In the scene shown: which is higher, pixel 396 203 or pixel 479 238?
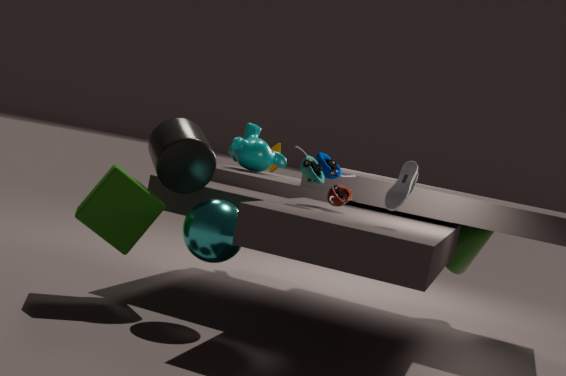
pixel 396 203
